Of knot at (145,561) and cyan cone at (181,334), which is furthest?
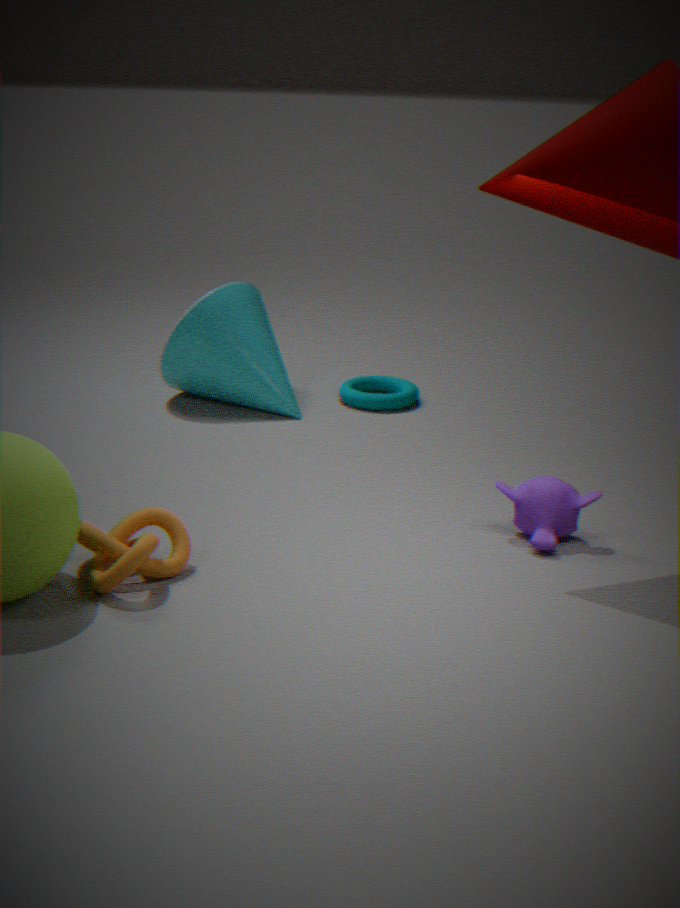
cyan cone at (181,334)
